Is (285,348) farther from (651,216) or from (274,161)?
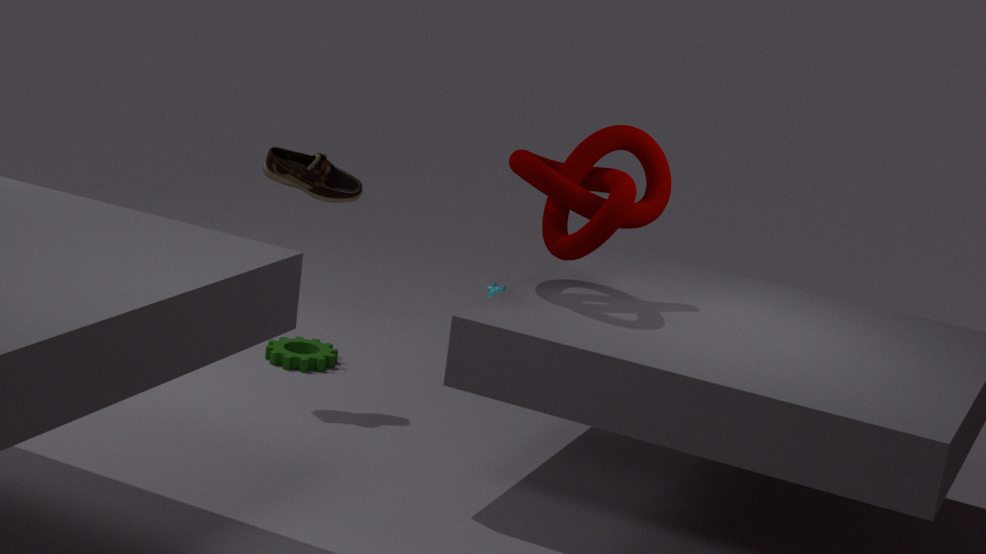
(651,216)
